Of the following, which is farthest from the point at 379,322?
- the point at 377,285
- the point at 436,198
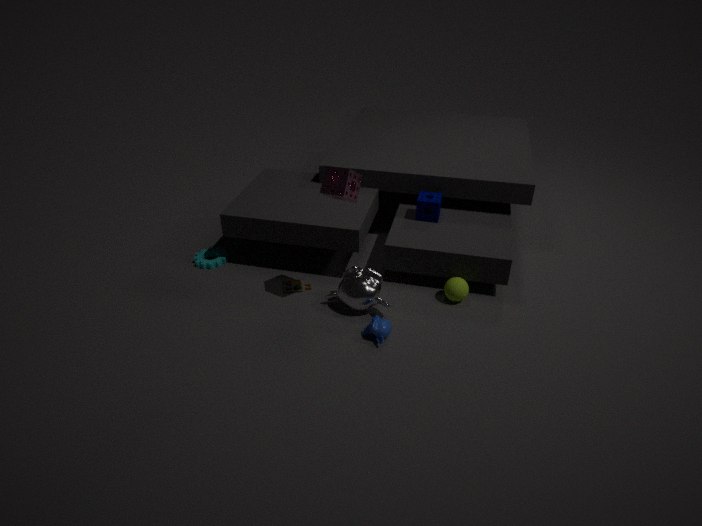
the point at 436,198
